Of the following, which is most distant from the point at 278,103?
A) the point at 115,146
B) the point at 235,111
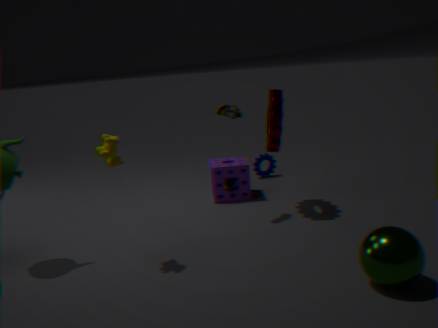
the point at 115,146
